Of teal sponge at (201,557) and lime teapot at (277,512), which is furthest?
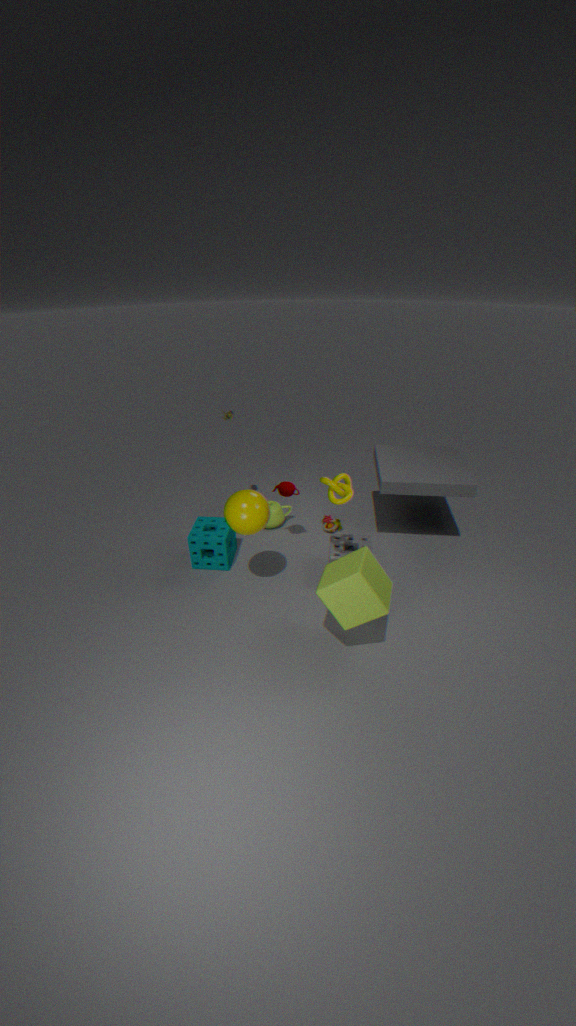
lime teapot at (277,512)
